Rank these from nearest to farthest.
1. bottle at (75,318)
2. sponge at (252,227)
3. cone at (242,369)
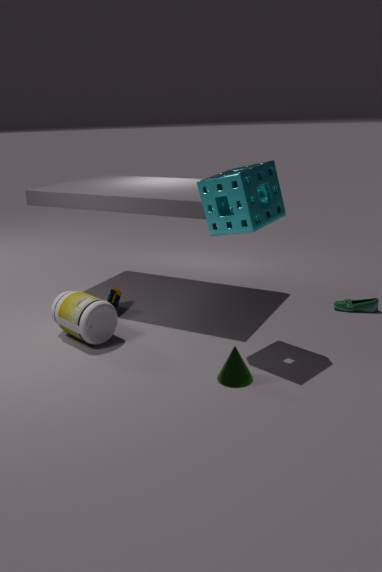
cone at (242,369)
sponge at (252,227)
bottle at (75,318)
